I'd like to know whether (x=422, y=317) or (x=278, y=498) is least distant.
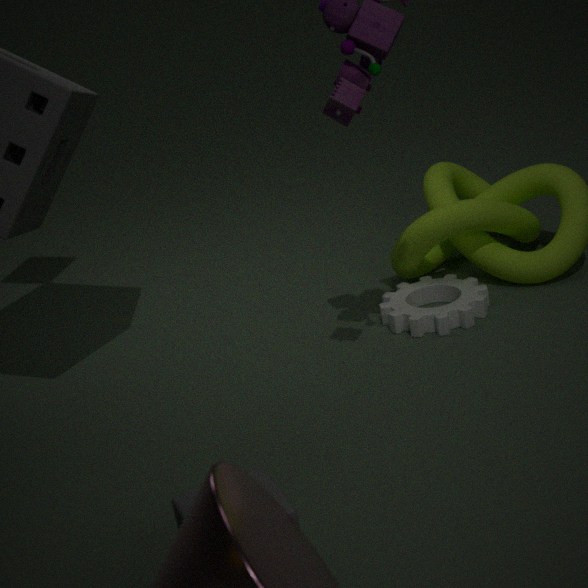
(x=278, y=498)
